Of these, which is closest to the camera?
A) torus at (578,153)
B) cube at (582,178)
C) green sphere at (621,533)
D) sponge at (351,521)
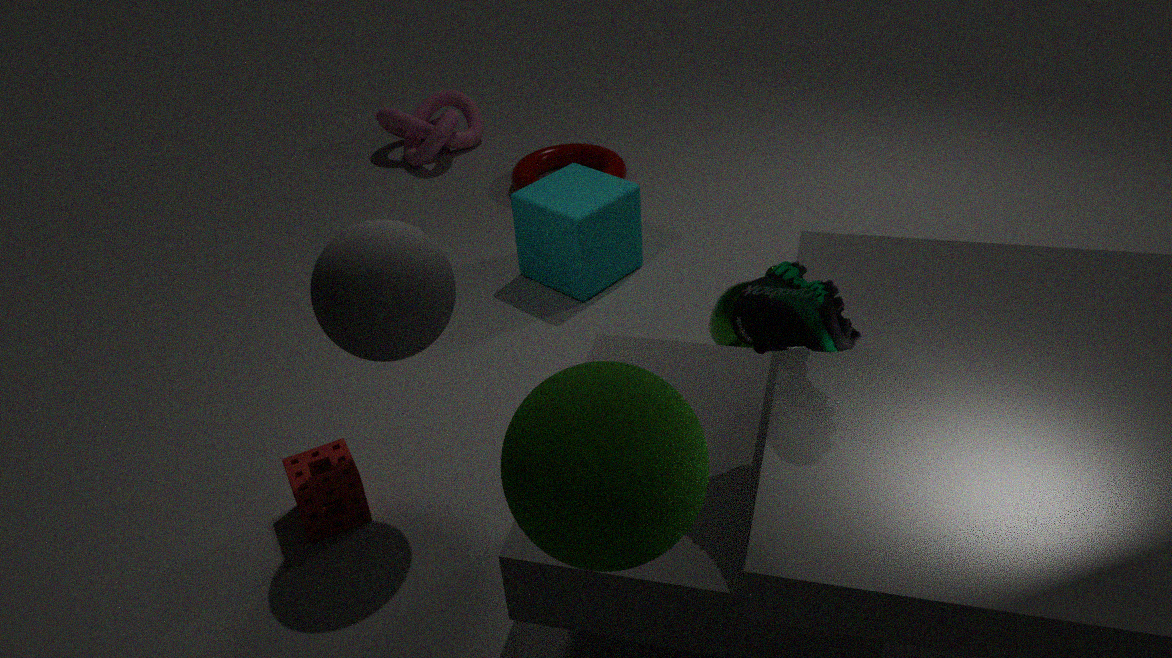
green sphere at (621,533)
